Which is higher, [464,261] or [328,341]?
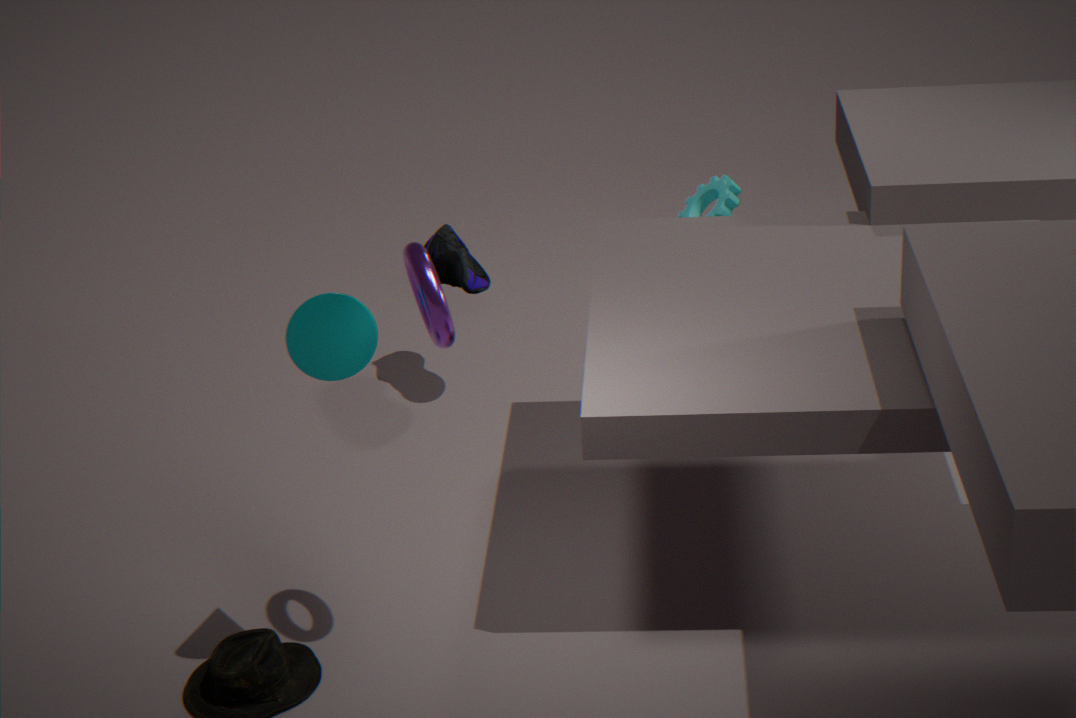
[328,341]
